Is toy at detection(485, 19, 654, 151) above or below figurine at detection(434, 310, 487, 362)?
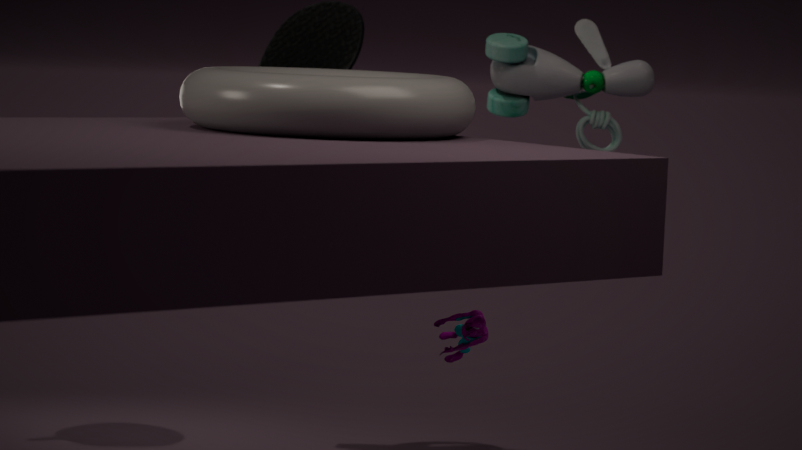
above
